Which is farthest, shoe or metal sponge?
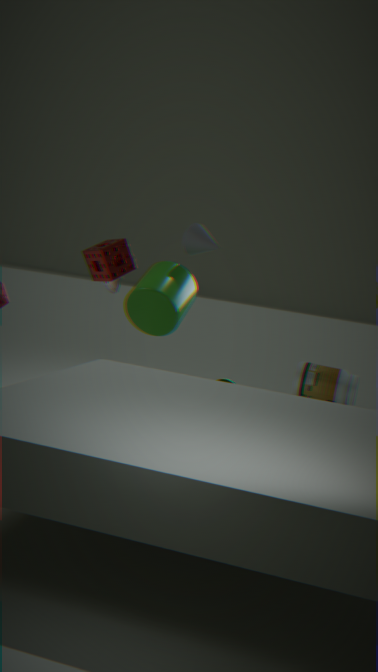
shoe
